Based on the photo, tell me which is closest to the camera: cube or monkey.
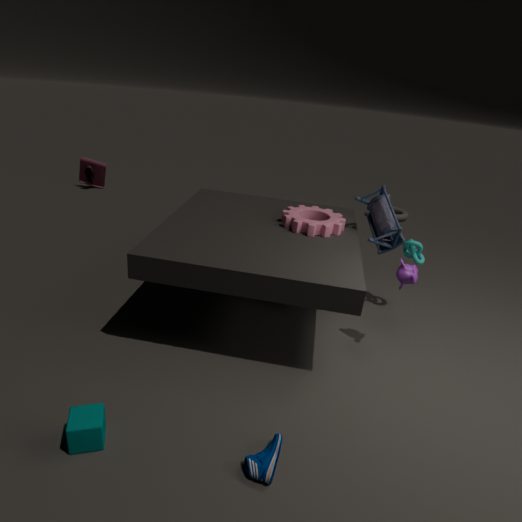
cube
